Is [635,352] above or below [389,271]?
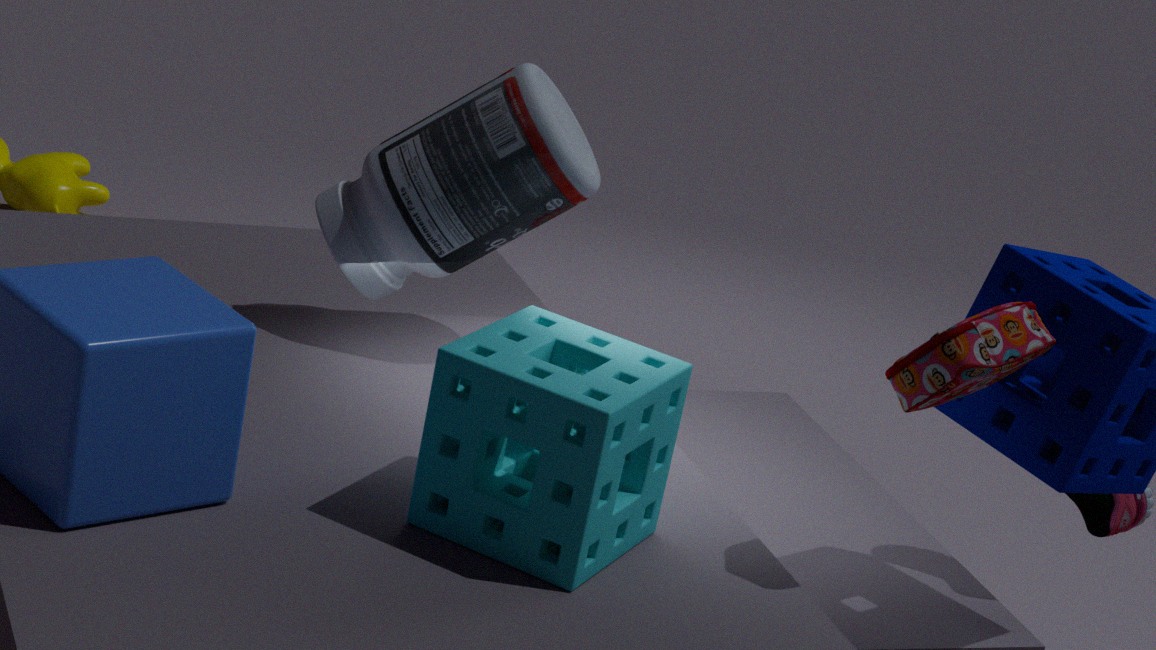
below
